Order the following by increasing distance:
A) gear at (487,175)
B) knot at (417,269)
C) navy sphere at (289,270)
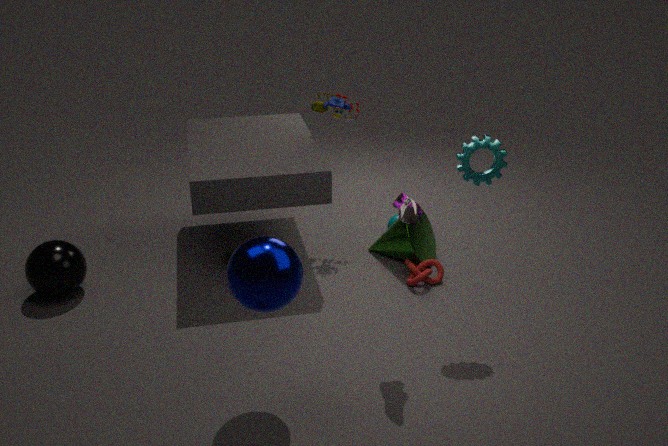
navy sphere at (289,270)
gear at (487,175)
knot at (417,269)
